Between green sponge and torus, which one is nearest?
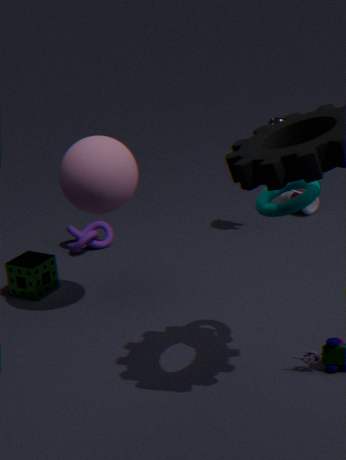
torus
